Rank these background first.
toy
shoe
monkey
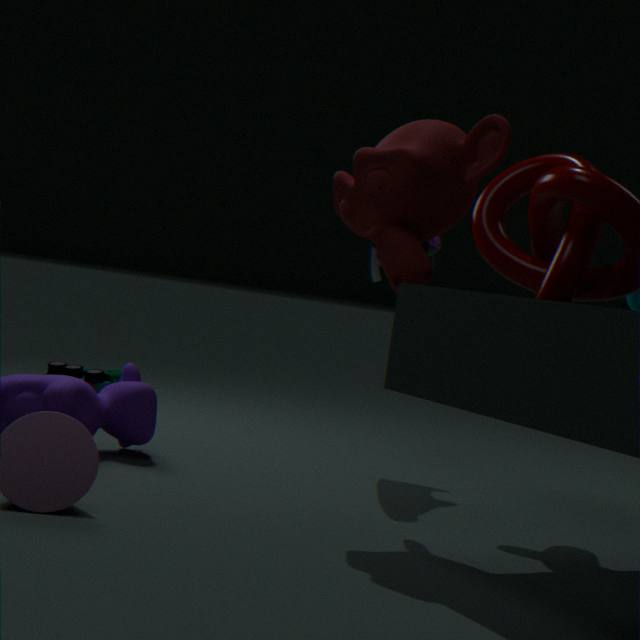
toy
shoe
monkey
